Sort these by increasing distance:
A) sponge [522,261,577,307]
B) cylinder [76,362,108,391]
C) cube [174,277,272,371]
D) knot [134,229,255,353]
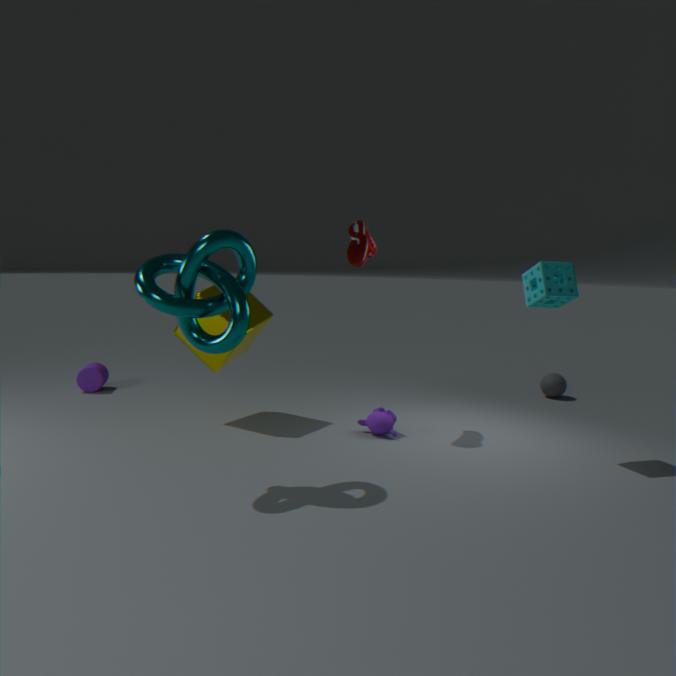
knot [134,229,255,353] < sponge [522,261,577,307] < cube [174,277,272,371] < cylinder [76,362,108,391]
